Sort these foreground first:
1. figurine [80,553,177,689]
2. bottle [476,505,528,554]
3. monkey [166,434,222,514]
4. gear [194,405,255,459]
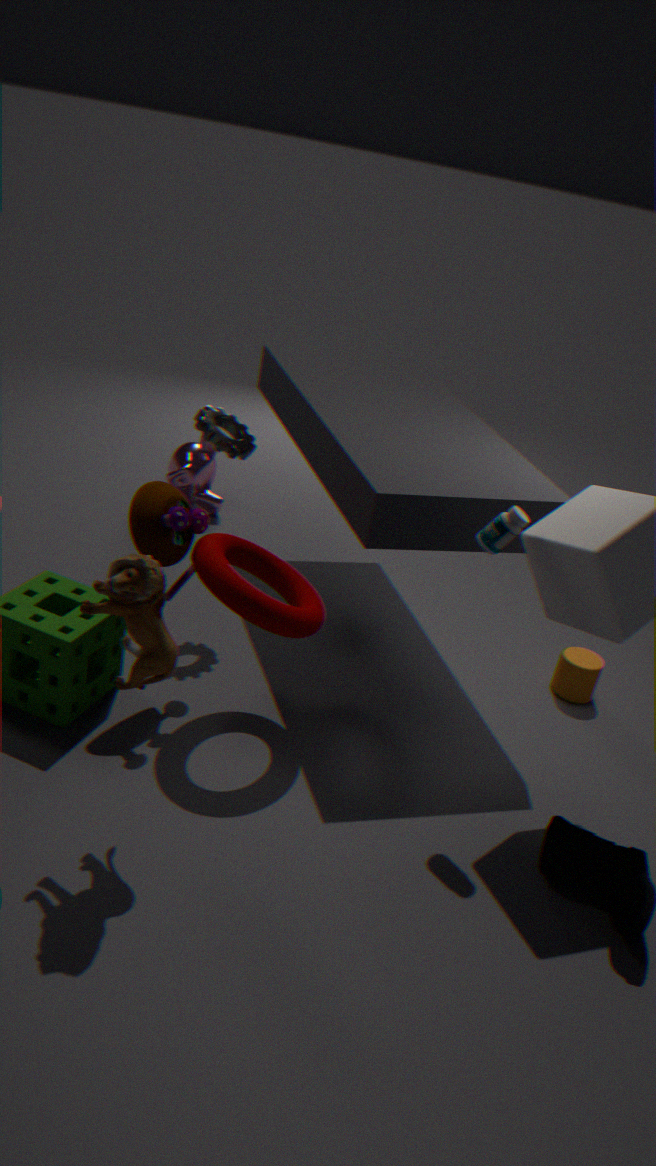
figurine [80,553,177,689], bottle [476,505,528,554], gear [194,405,255,459], monkey [166,434,222,514]
